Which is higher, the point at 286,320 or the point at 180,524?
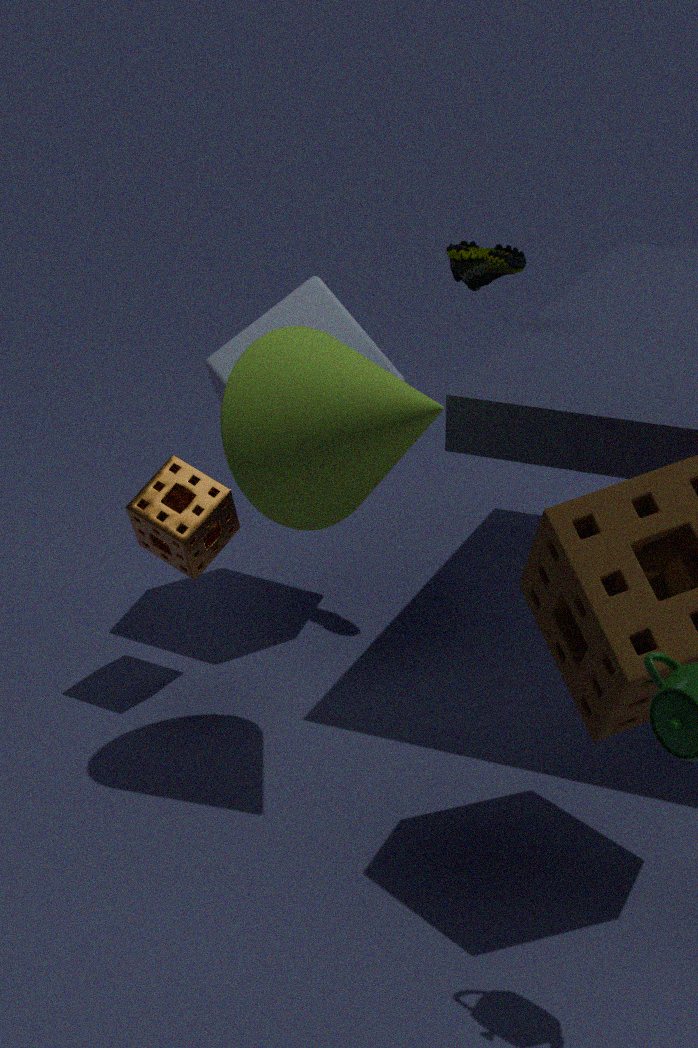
the point at 286,320
